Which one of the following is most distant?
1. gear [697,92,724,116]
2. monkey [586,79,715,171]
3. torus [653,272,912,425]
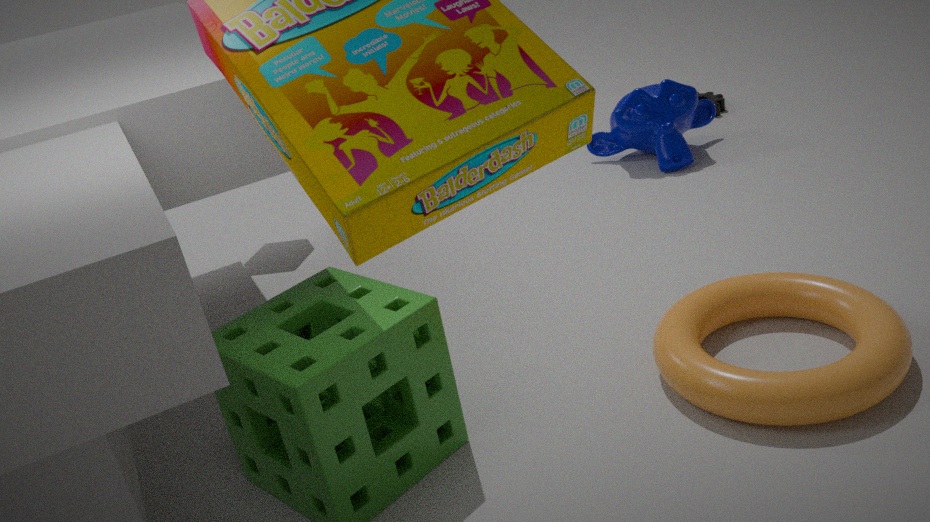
gear [697,92,724,116]
